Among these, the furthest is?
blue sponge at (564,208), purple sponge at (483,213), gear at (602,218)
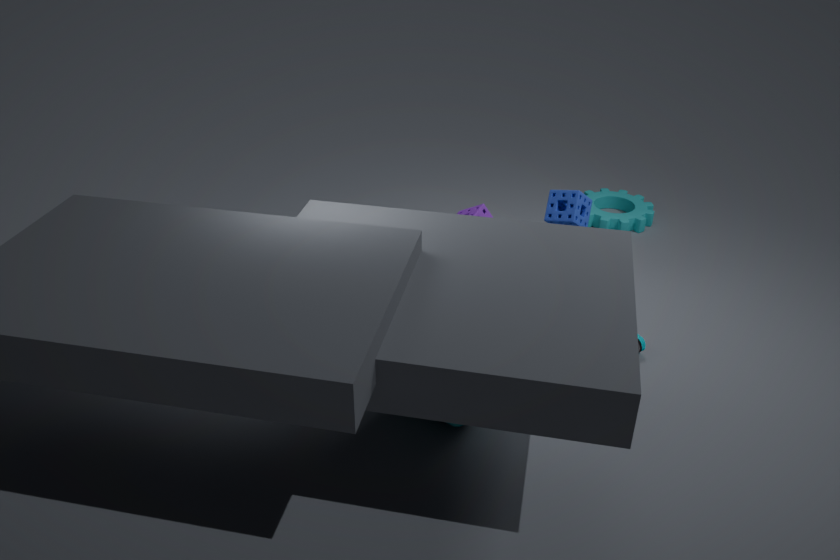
gear at (602,218)
